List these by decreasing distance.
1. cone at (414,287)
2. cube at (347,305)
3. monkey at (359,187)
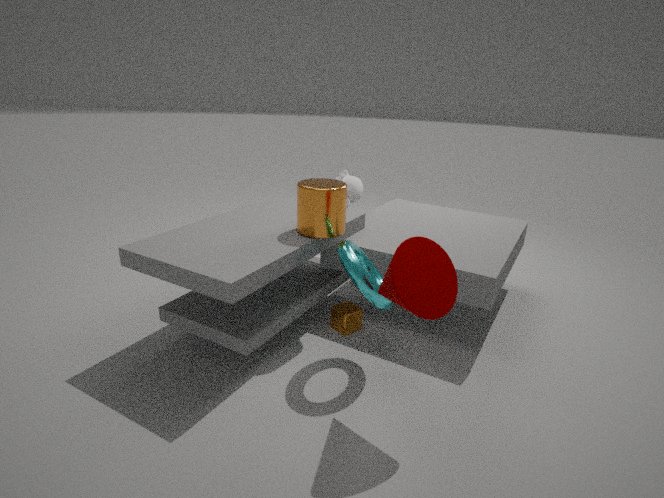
monkey at (359,187) → cube at (347,305) → cone at (414,287)
